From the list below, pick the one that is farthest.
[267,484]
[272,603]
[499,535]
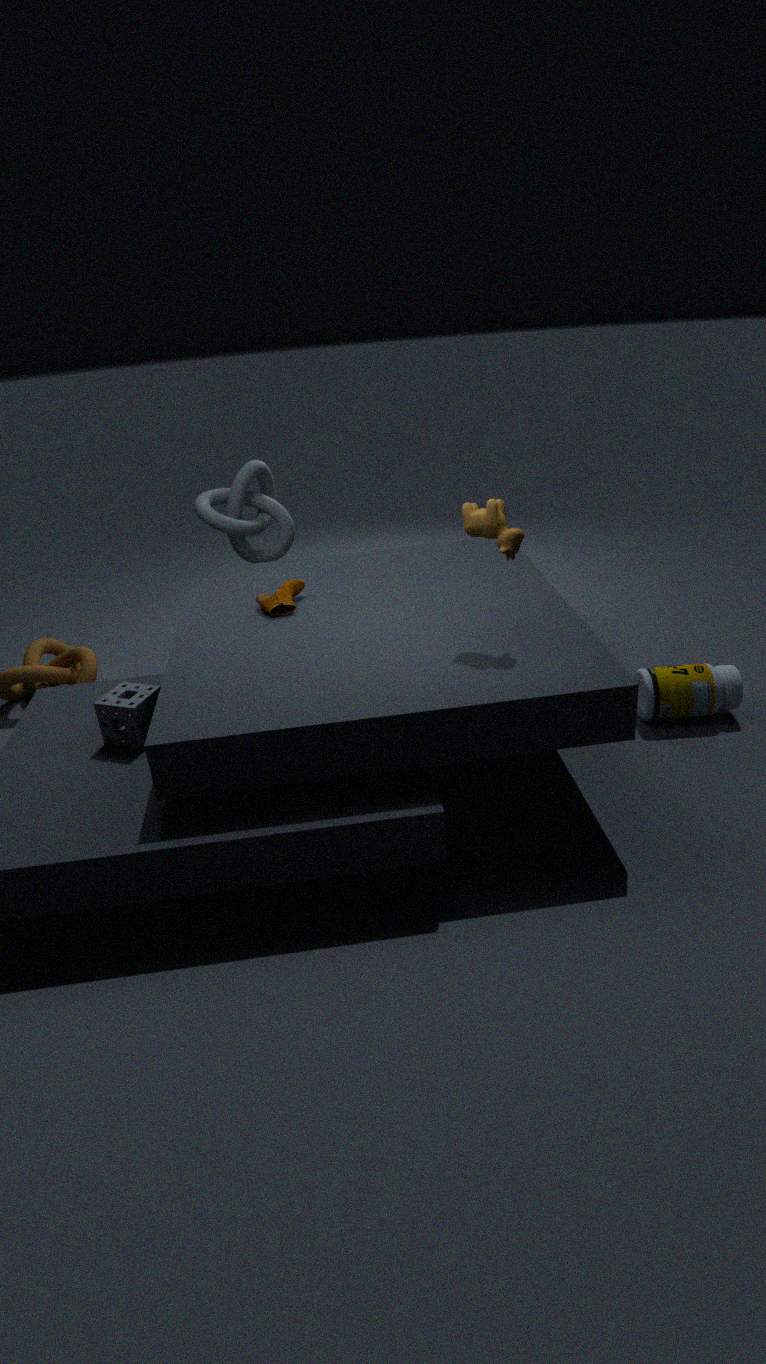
[267,484]
